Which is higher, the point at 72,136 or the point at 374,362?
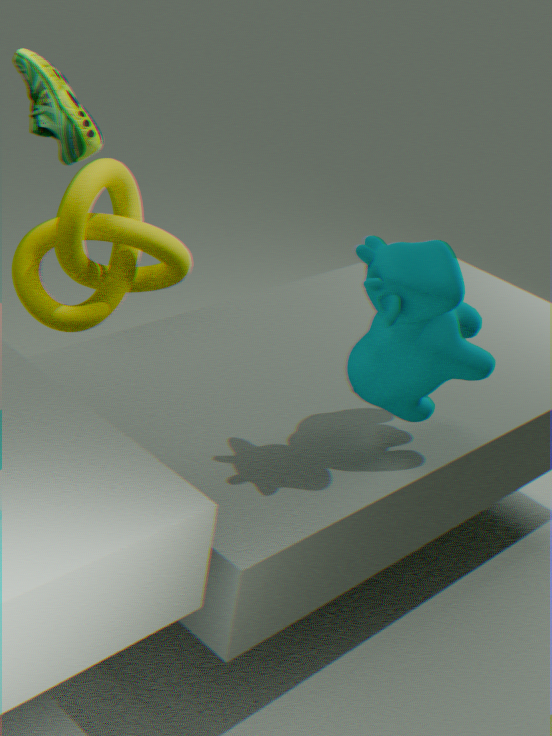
the point at 72,136
